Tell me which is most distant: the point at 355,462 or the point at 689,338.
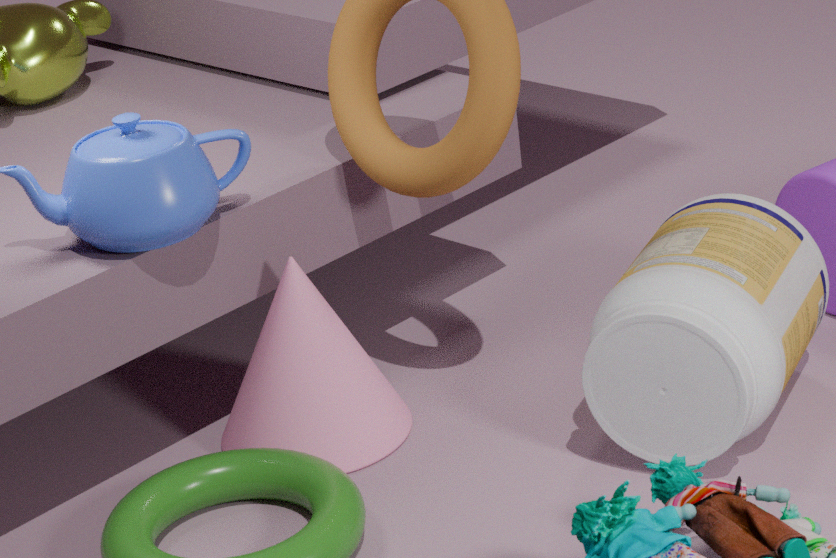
the point at 355,462
